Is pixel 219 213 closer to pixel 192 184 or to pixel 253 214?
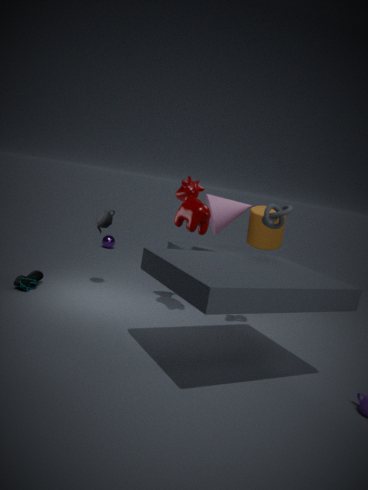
pixel 253 214
